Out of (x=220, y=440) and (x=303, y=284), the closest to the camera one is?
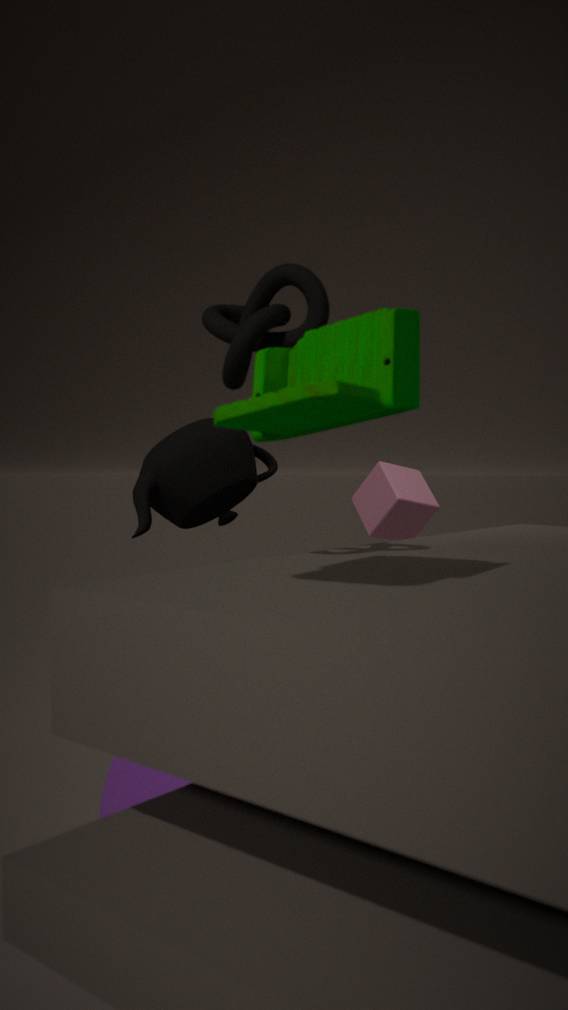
(x=303, y=284)
